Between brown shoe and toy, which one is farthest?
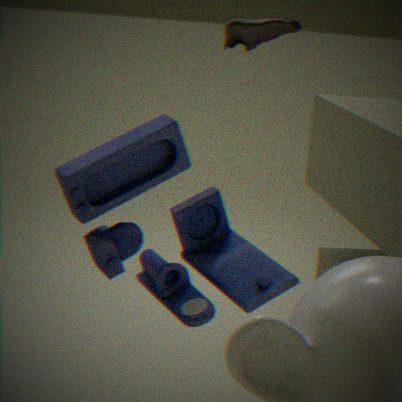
brown shoe
